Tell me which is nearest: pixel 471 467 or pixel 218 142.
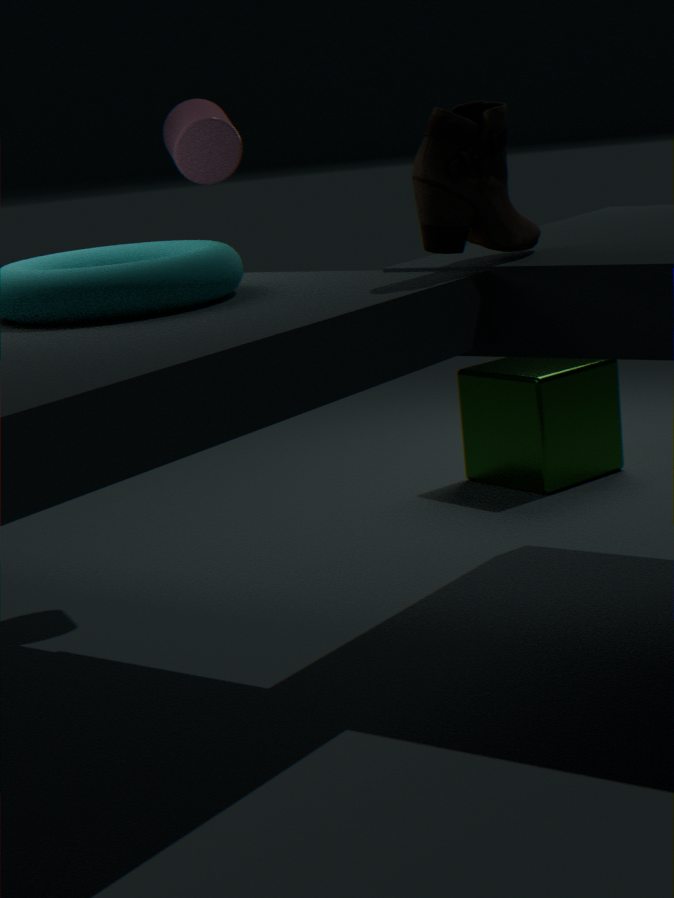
pixel 218 142
